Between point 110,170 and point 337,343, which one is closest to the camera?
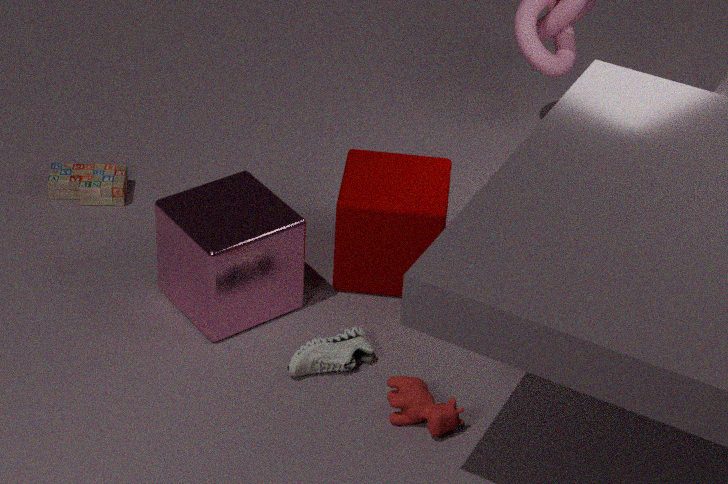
point 337,343
